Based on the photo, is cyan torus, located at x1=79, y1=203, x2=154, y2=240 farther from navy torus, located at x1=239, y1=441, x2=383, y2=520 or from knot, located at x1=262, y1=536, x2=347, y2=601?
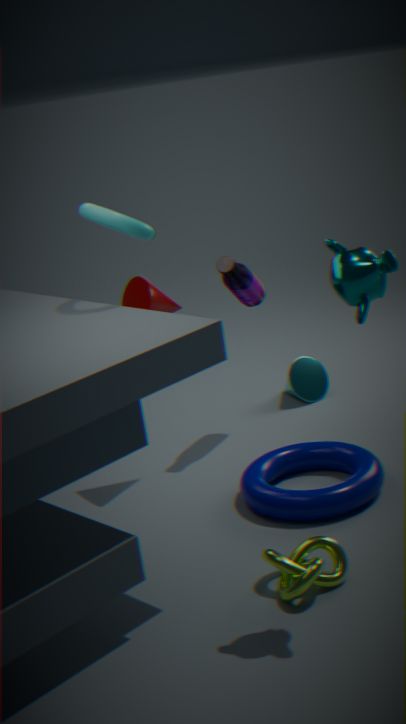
knot, located at x1=262, y1=536, x2=347, y2=601
